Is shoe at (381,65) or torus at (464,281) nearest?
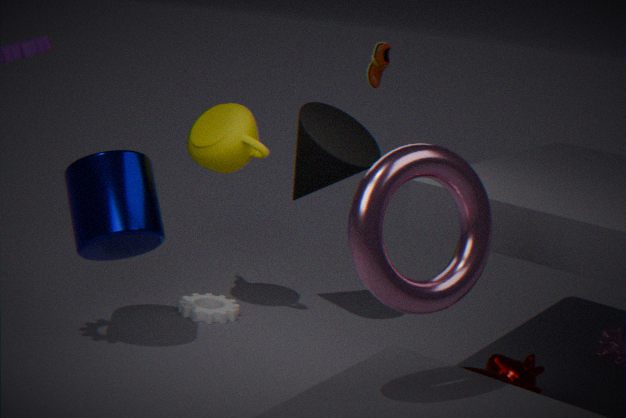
torus at (464,281)
